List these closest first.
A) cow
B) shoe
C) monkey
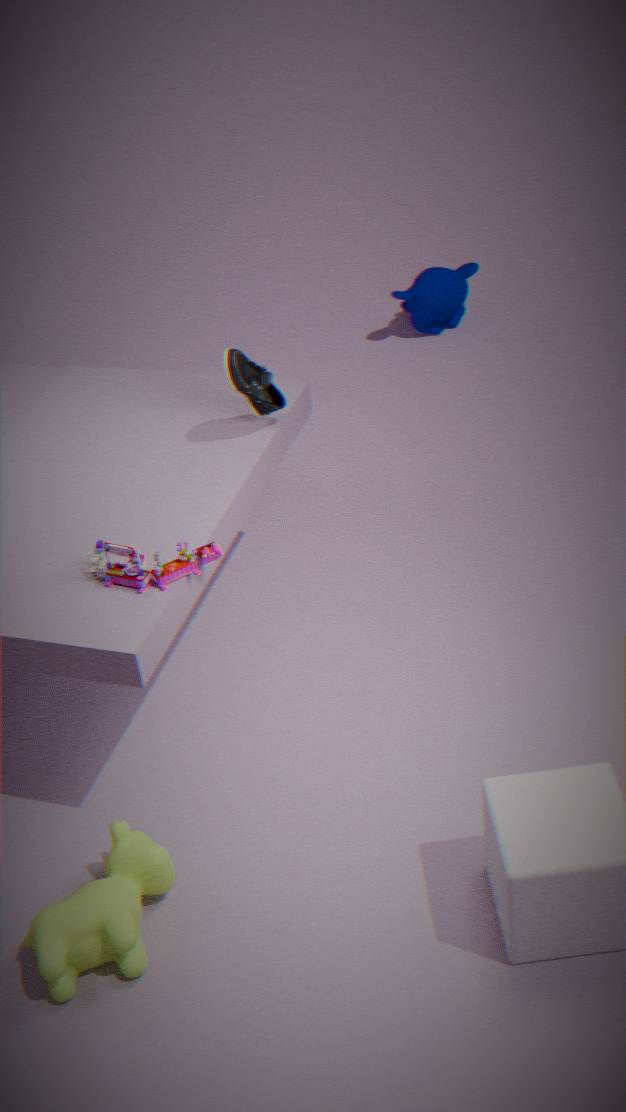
1. cow
2. shoe
3. monkey
